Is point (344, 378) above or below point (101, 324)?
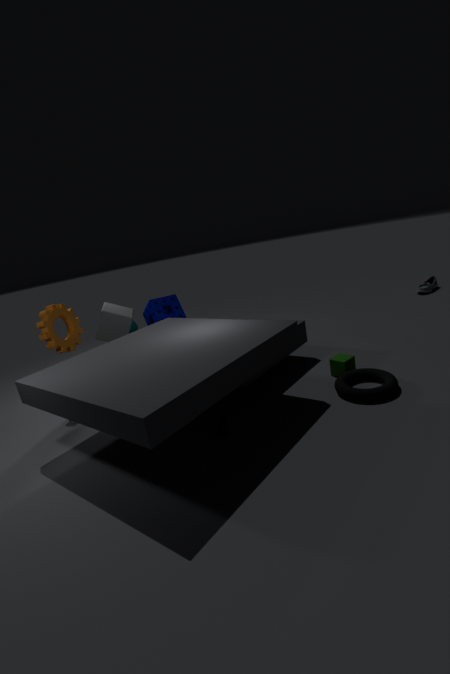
below
